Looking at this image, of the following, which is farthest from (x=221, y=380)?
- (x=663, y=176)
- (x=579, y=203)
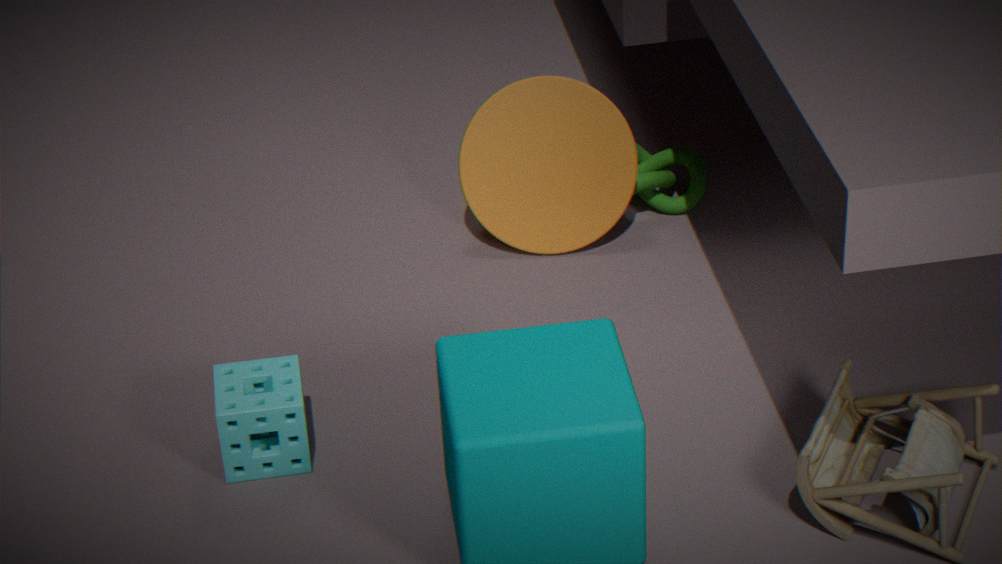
(x=663, y=176)
